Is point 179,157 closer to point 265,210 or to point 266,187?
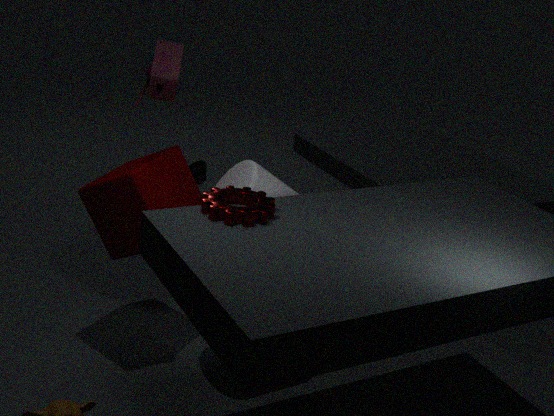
point 266,187
